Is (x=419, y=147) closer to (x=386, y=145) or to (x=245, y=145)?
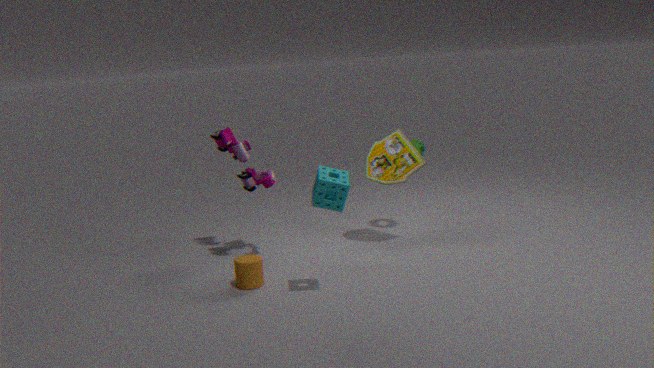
(x=386, y=145)
